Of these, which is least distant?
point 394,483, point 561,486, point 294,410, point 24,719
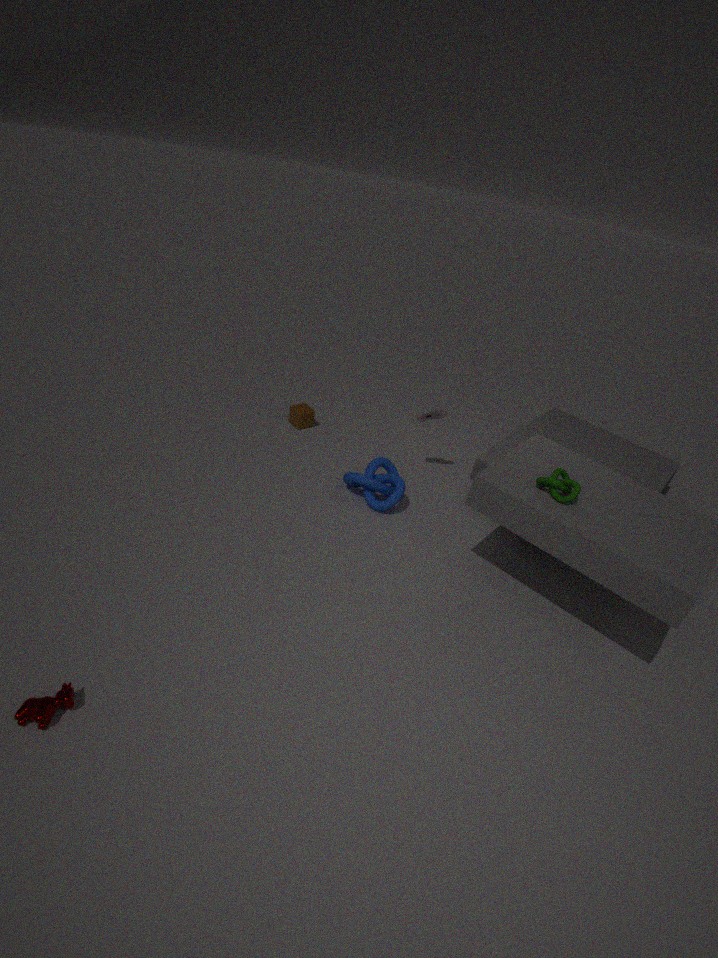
point 24,719
